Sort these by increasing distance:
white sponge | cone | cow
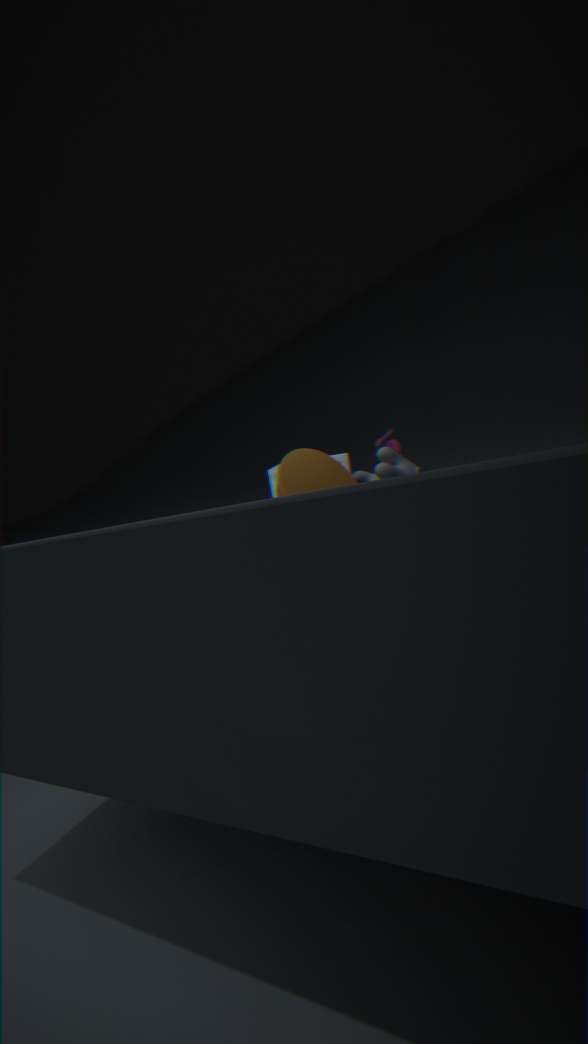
cone < cow < white sponge
